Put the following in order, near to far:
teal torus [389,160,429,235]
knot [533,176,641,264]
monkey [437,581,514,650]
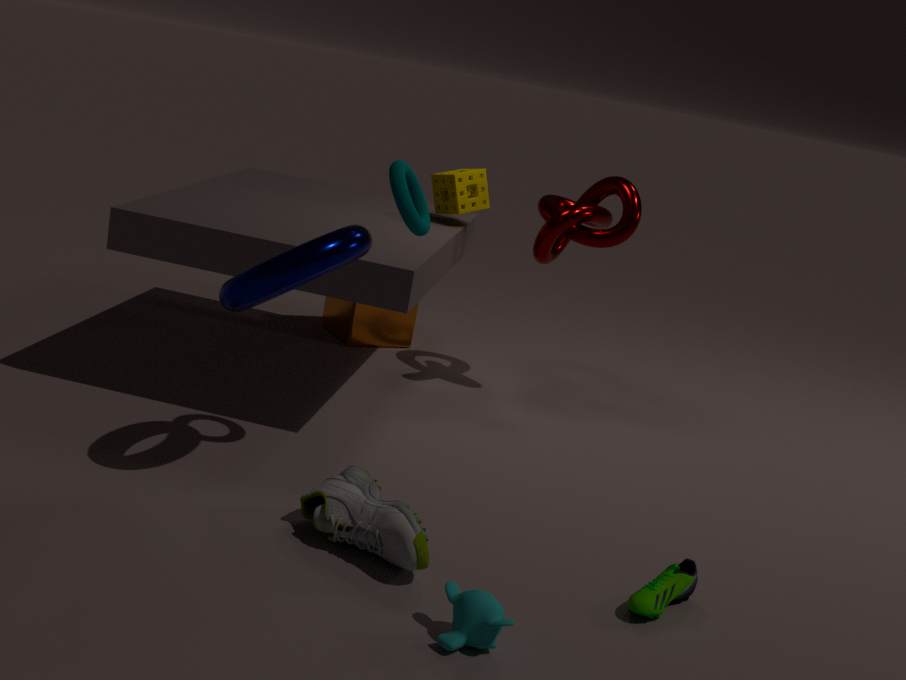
monkey [437,581,514,650], teal torus [389,160,429,235], knot [533,176,641,264]
